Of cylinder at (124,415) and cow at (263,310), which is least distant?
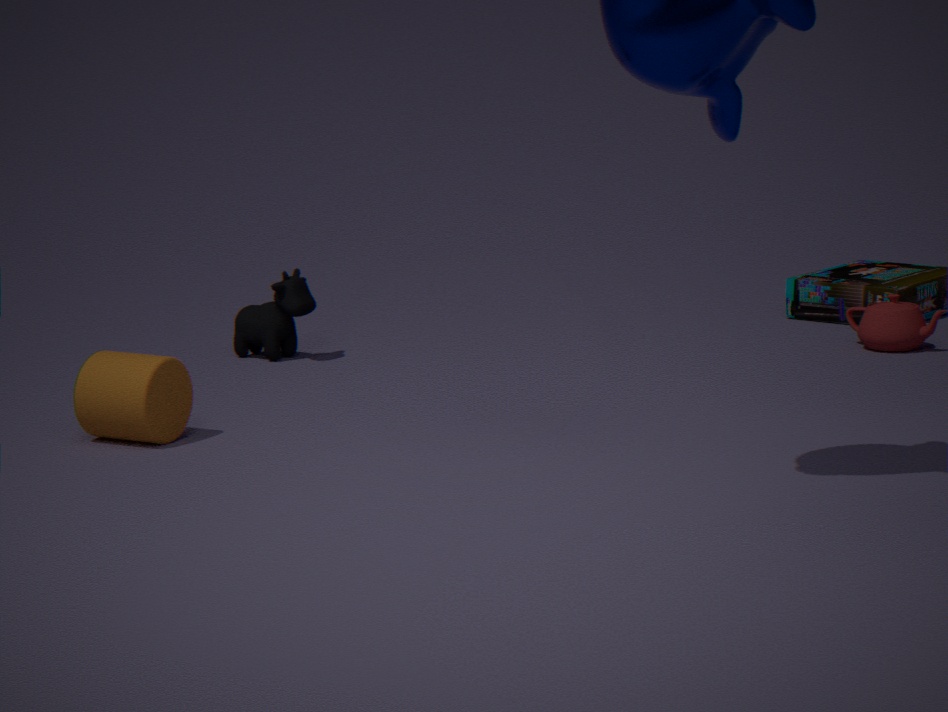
cylinder at (124,415)
